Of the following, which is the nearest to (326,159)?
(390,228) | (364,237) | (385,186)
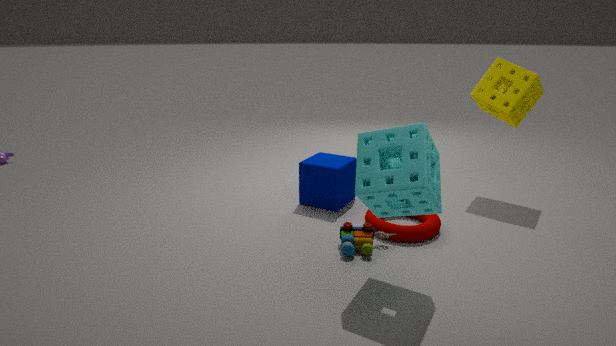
(390,228)
